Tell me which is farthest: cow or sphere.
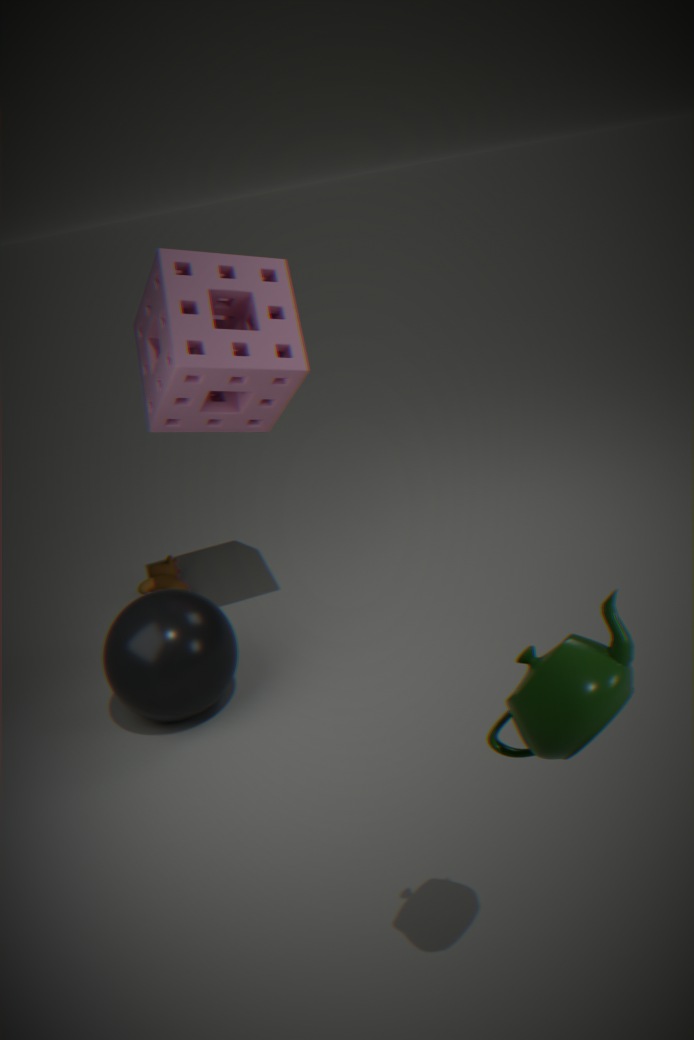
cow
